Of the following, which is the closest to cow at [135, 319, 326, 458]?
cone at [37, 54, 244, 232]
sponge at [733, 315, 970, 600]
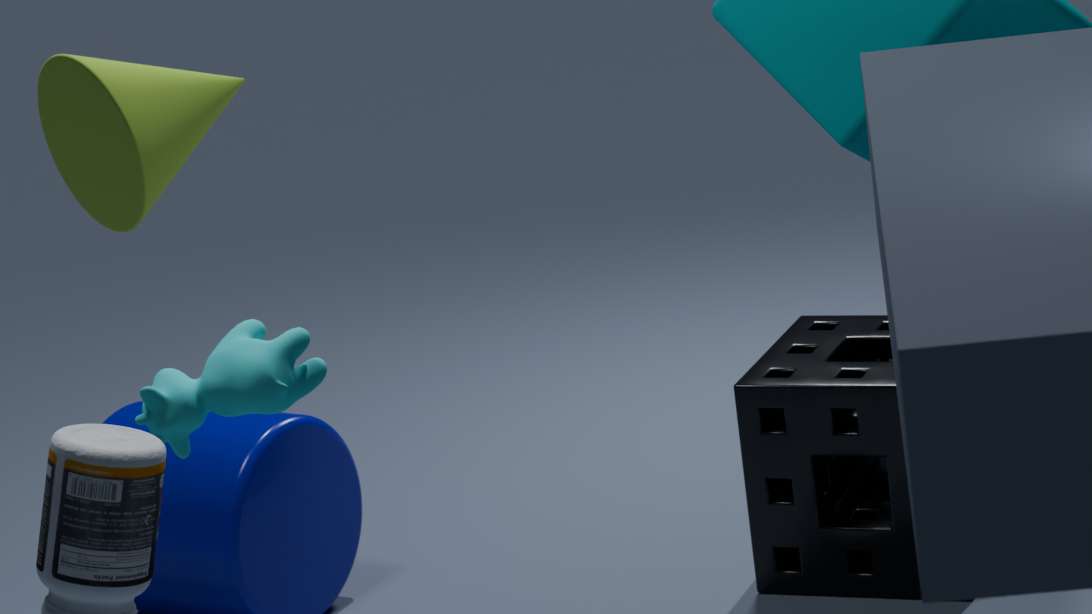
cone at [37, 54, 244, 232]
